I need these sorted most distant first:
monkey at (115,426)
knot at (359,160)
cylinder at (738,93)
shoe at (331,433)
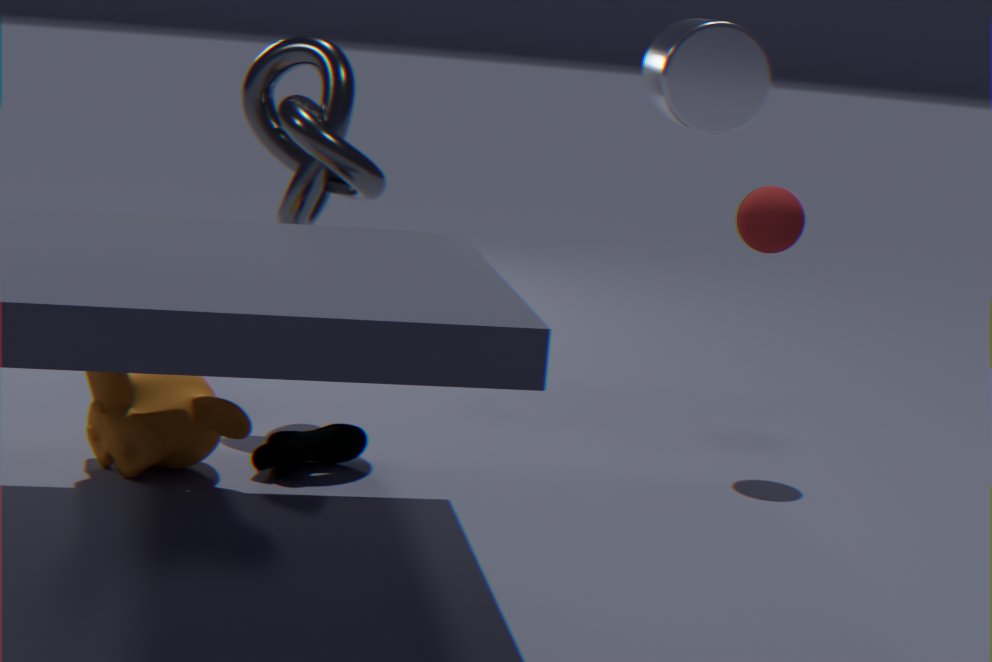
1. knot at (359,160)
2. shoe at (331,433)
3. monkey at (115,426)
4. cylinder at (738,93)
